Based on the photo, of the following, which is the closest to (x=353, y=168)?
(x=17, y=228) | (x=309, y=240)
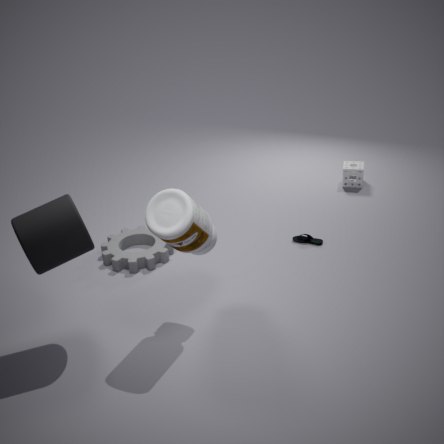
(x=309, y=240)
